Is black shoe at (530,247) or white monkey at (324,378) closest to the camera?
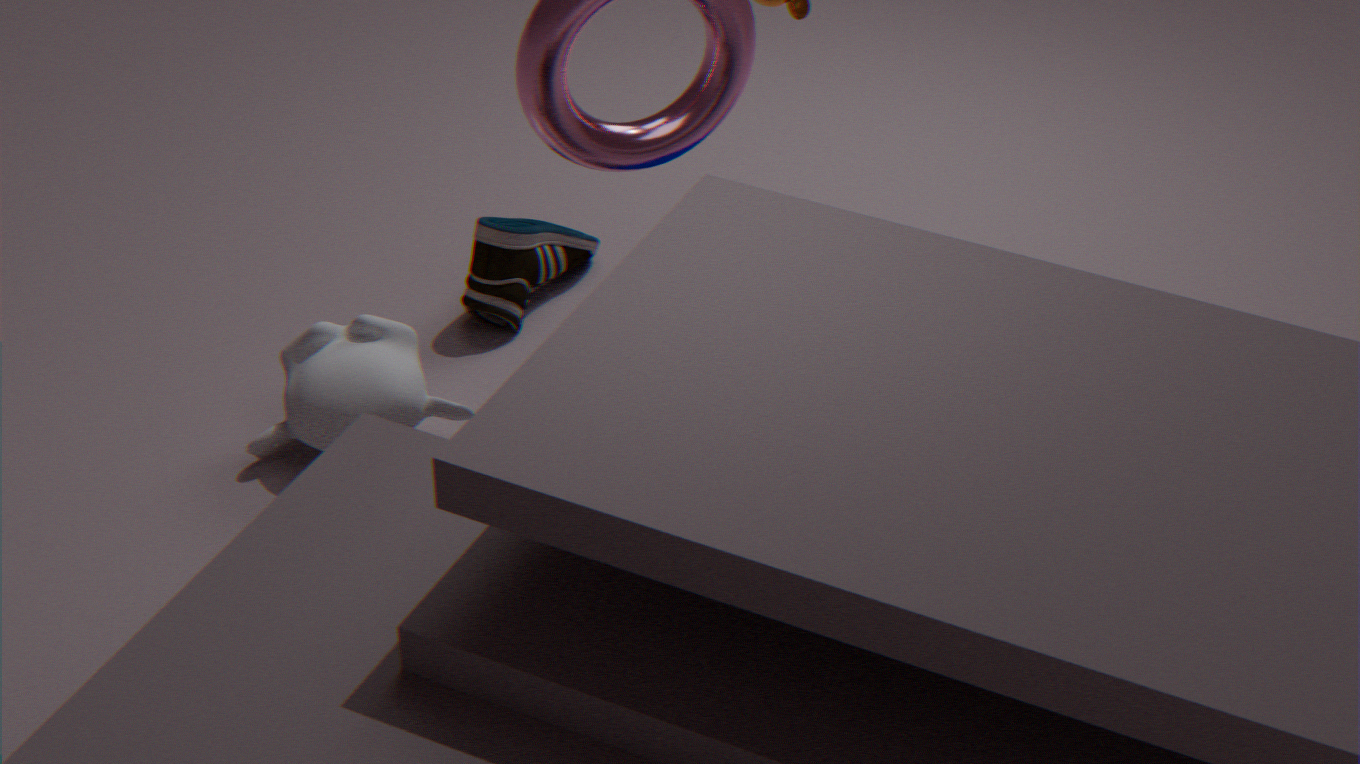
white monkey at (324,378)
